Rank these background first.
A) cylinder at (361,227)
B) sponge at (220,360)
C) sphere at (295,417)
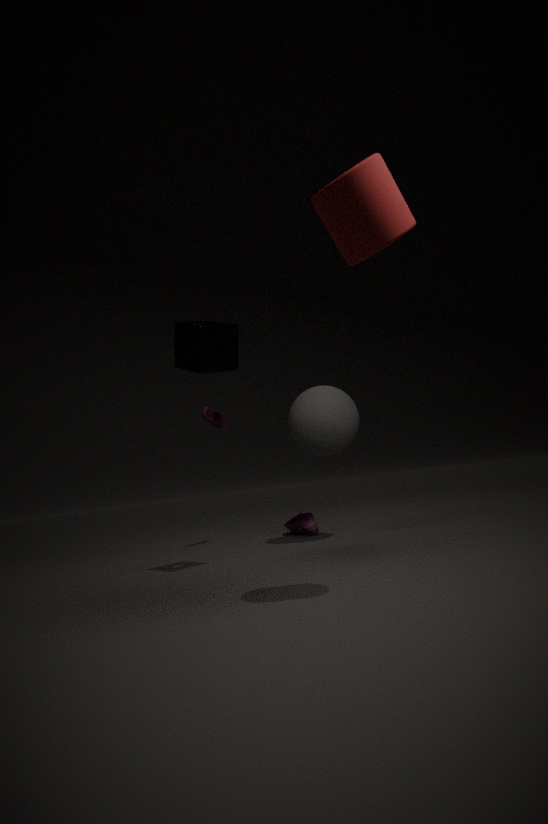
sphere at (295,417) < sponge at (220,360) < cylinder at (361,227)
